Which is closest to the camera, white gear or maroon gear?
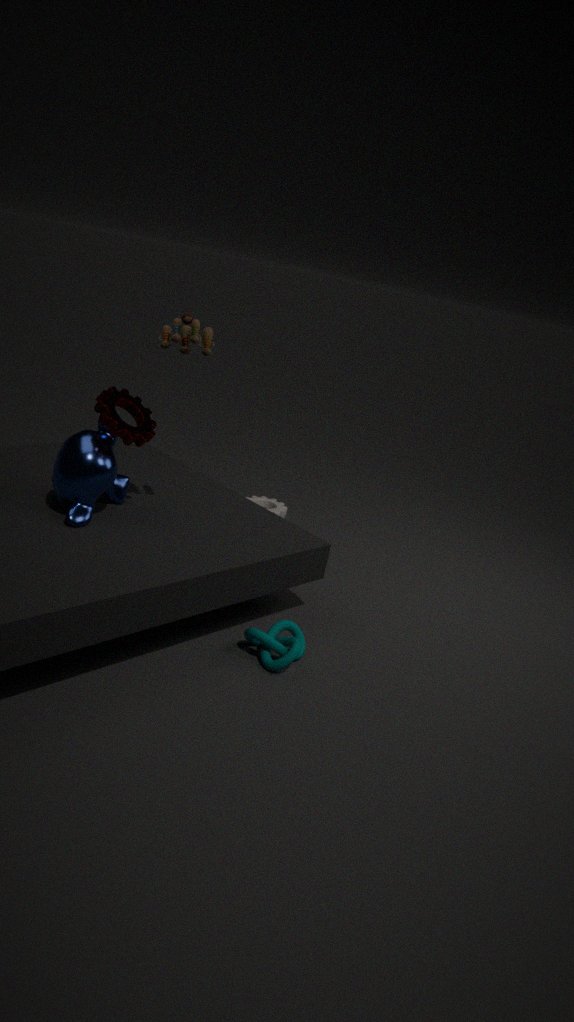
maroon gear
